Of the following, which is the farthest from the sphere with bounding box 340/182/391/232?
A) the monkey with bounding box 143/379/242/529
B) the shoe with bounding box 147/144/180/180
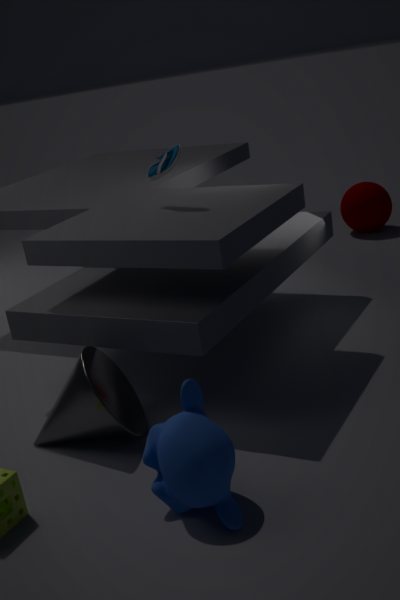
the monkey with bounding box 143/379/242/529
